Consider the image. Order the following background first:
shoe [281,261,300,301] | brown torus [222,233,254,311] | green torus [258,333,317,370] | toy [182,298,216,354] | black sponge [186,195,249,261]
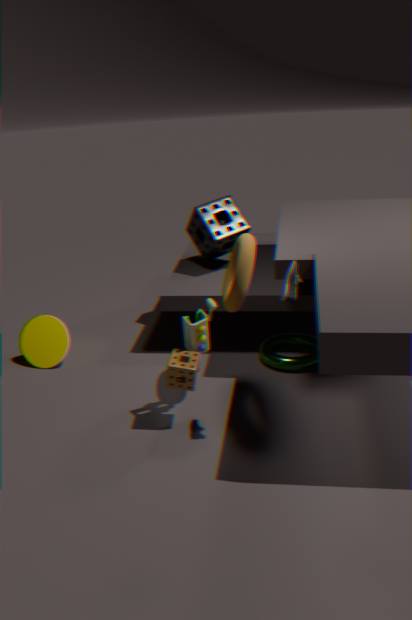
black sponge [186,195,249,261] < green torus [258,333,317,370] < toy [182,298,216,354] < brown torus [222,233,254,311] < shoe [281,261,300,301]
